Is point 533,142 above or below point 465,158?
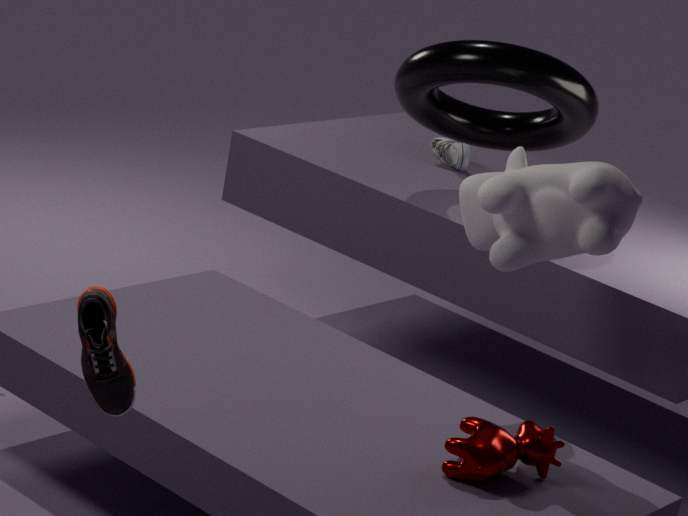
above
